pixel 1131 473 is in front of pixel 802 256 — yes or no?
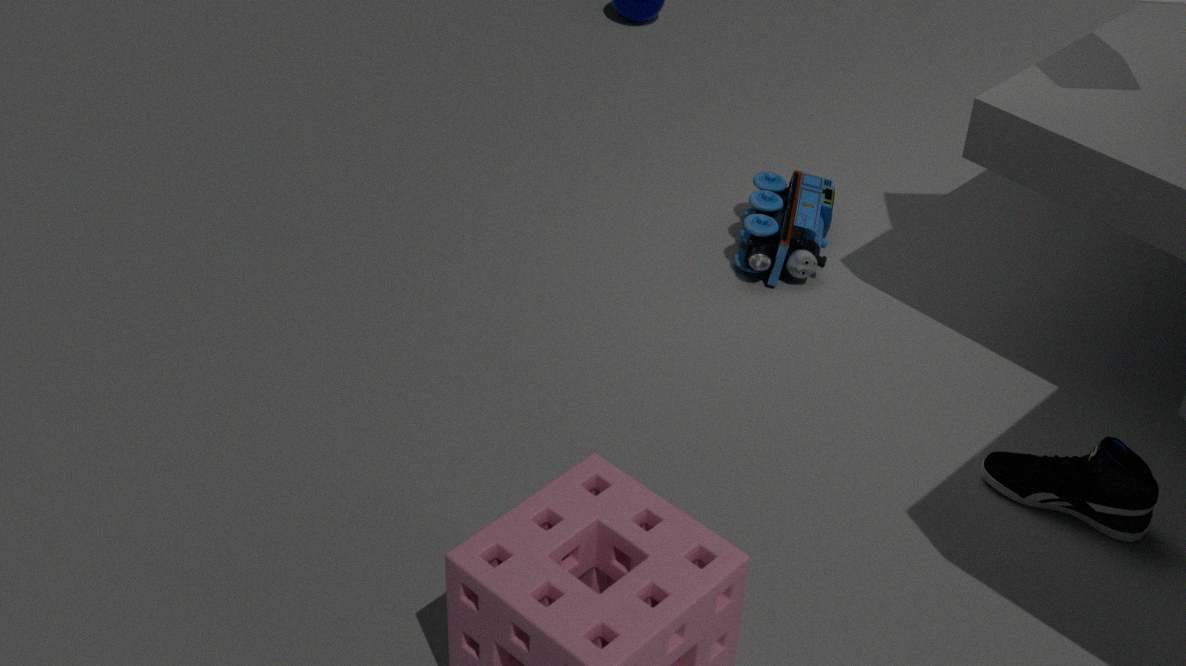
Yes
